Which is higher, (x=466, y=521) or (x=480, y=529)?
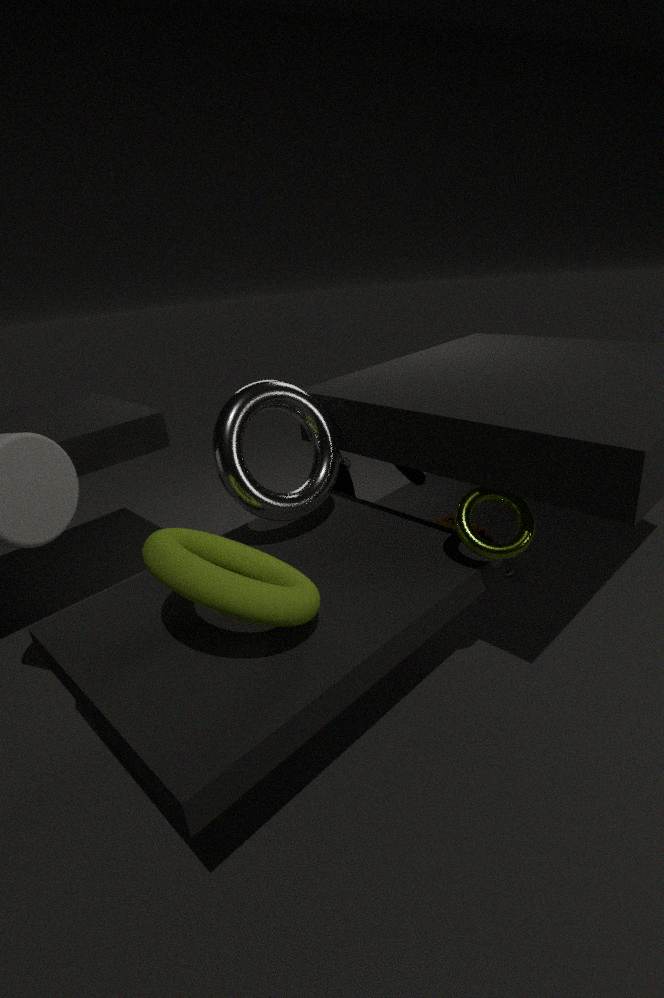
(x=466, y=521)
